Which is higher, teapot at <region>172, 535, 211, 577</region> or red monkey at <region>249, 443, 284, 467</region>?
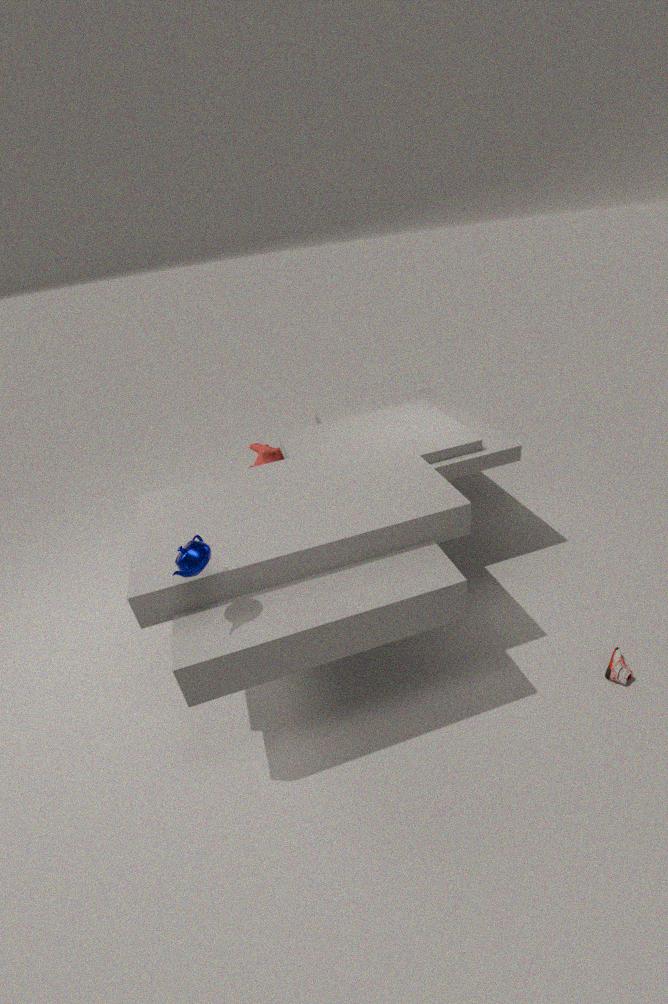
teapot at <region>172, 535, 211, 577</region>
